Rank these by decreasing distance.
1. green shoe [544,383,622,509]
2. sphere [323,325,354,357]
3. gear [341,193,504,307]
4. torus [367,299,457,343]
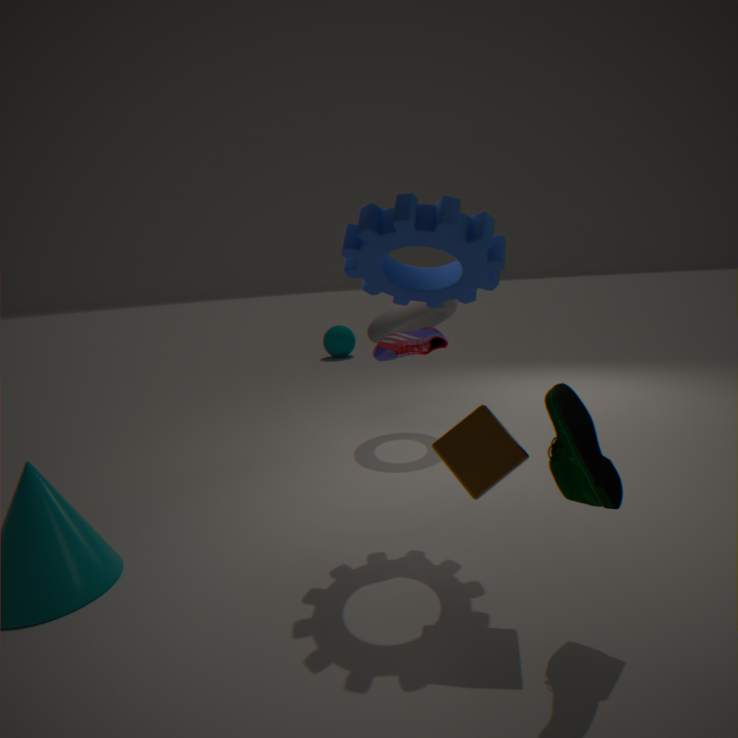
sphere [323,325,354,357]
torus [367,299,457,343]
gear [341,193,504,307]
green shoe [544,383,622,509]
